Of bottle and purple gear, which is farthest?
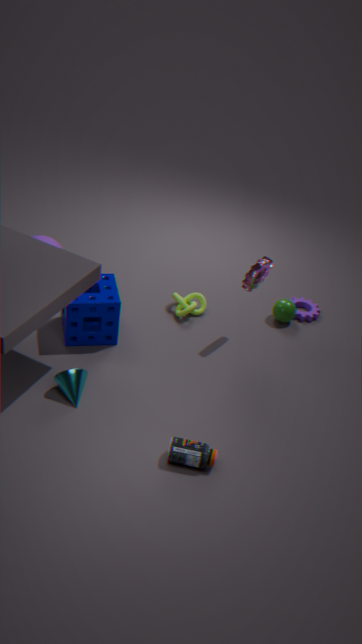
purple gear
